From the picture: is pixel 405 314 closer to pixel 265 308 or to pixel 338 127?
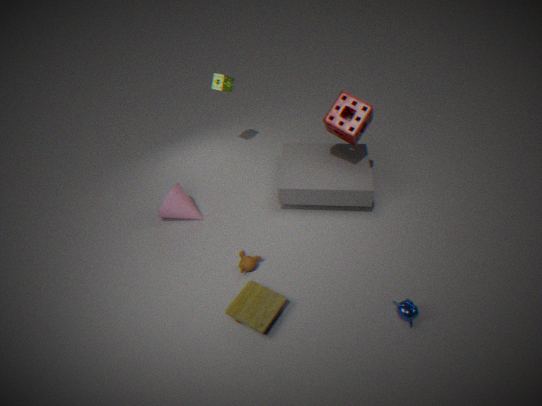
pixel 265 308
